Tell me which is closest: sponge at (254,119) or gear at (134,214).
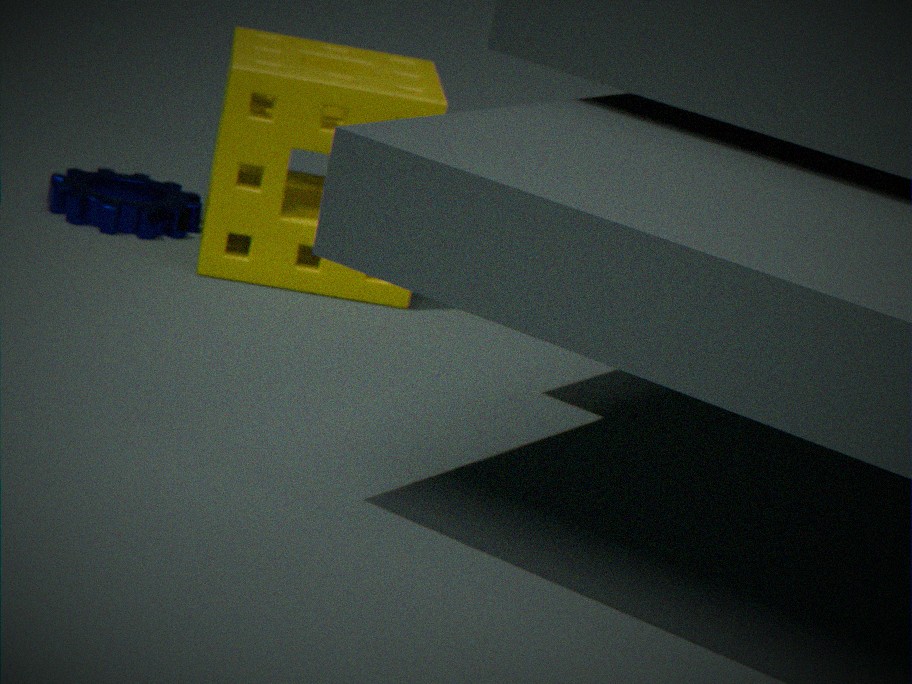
sponge at (254,119)
